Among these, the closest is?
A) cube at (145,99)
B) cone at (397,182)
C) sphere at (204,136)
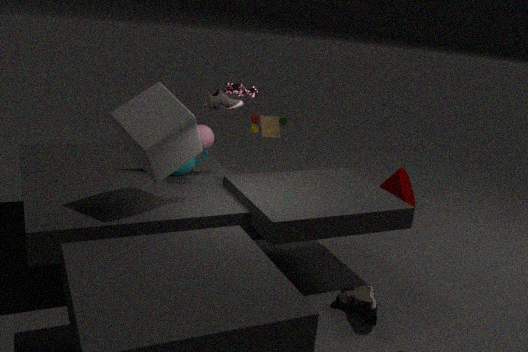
A. cube at (145,99)
